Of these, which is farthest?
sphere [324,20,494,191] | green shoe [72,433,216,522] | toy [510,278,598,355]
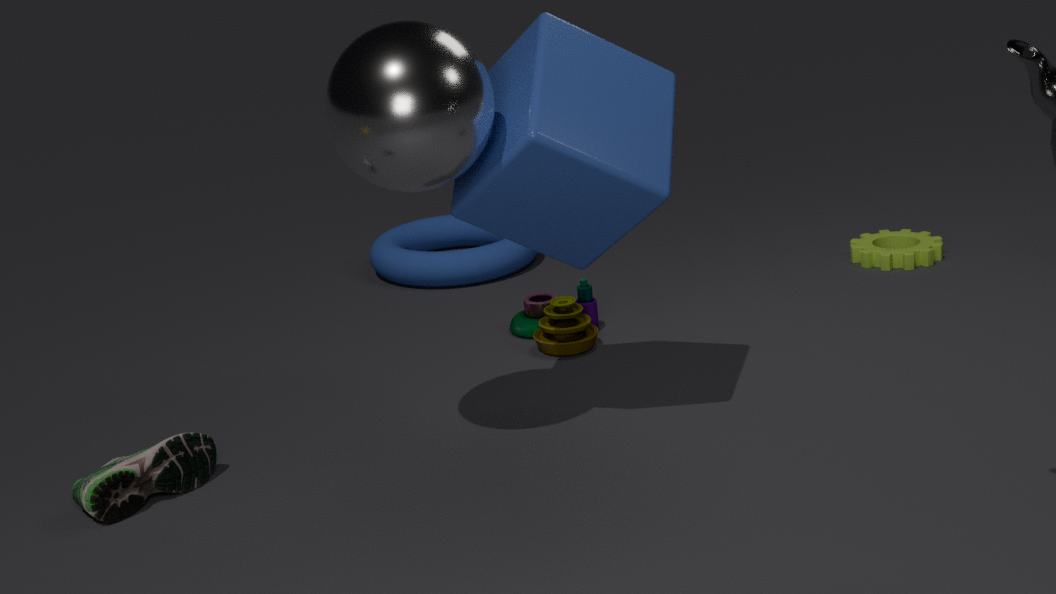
toy [510,278,598,355]
